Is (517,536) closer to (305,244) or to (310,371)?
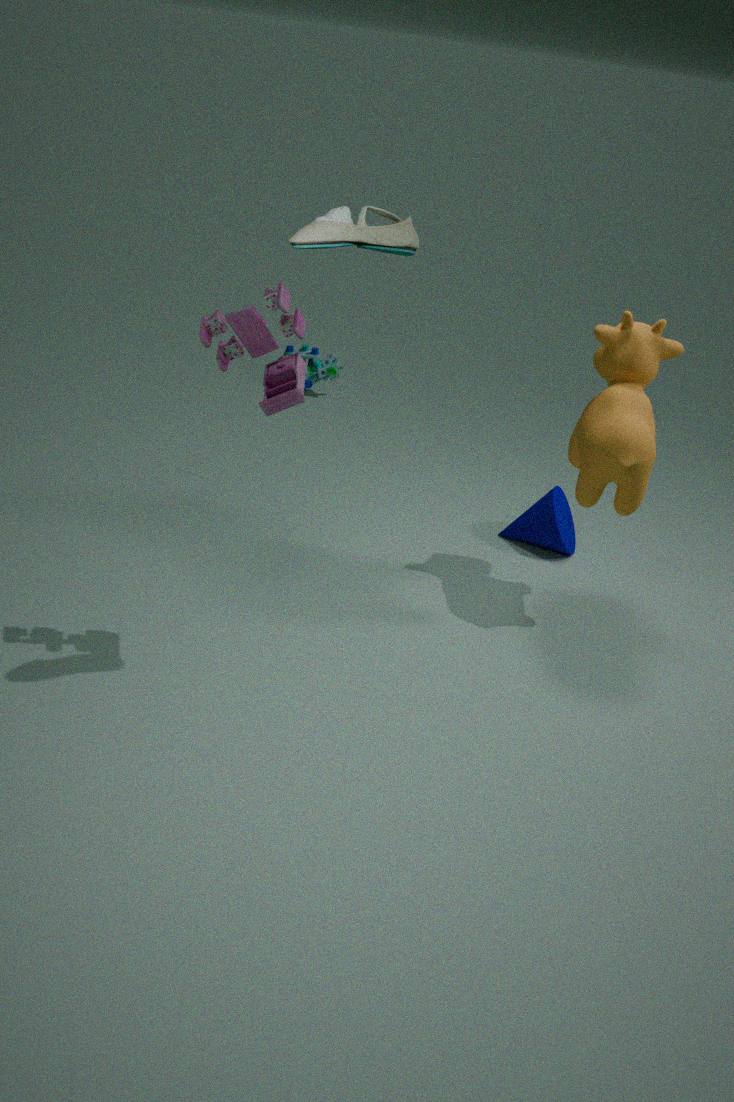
(310,371)
